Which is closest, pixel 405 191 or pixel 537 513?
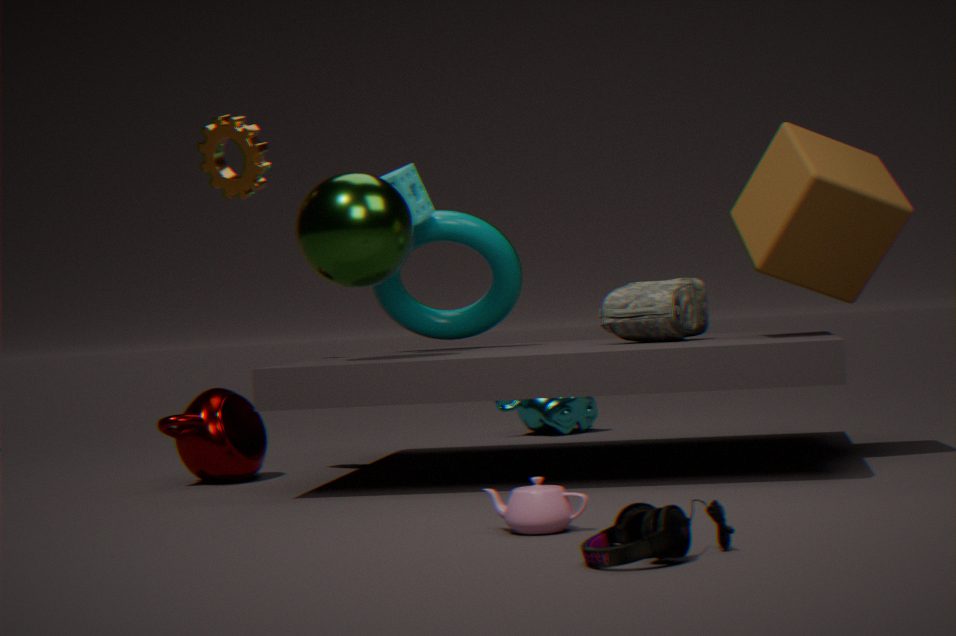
pixel 537 513
